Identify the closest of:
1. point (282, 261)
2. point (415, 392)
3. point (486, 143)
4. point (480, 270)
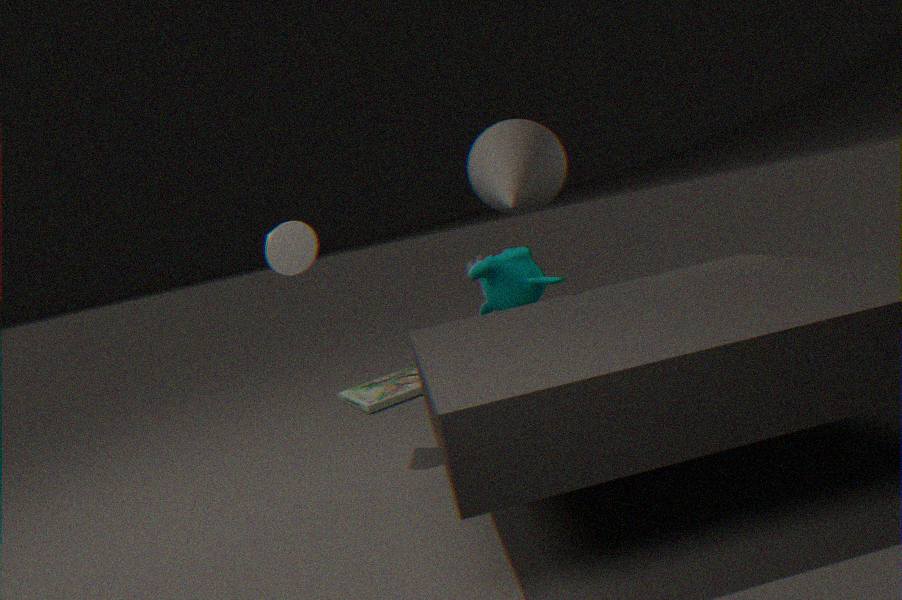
point (282, 261)
